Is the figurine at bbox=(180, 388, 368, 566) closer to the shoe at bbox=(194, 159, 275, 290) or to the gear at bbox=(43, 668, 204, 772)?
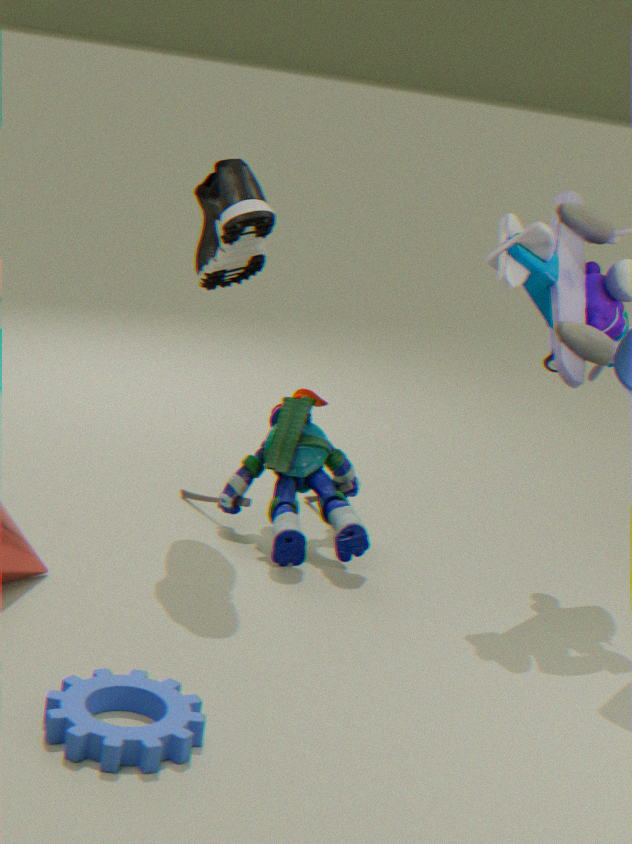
the shoe at bbox=(194, 159, 275, 290)
